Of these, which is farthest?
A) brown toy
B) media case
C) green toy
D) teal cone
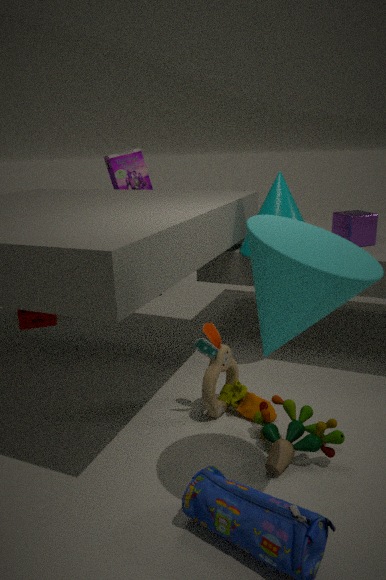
media case
